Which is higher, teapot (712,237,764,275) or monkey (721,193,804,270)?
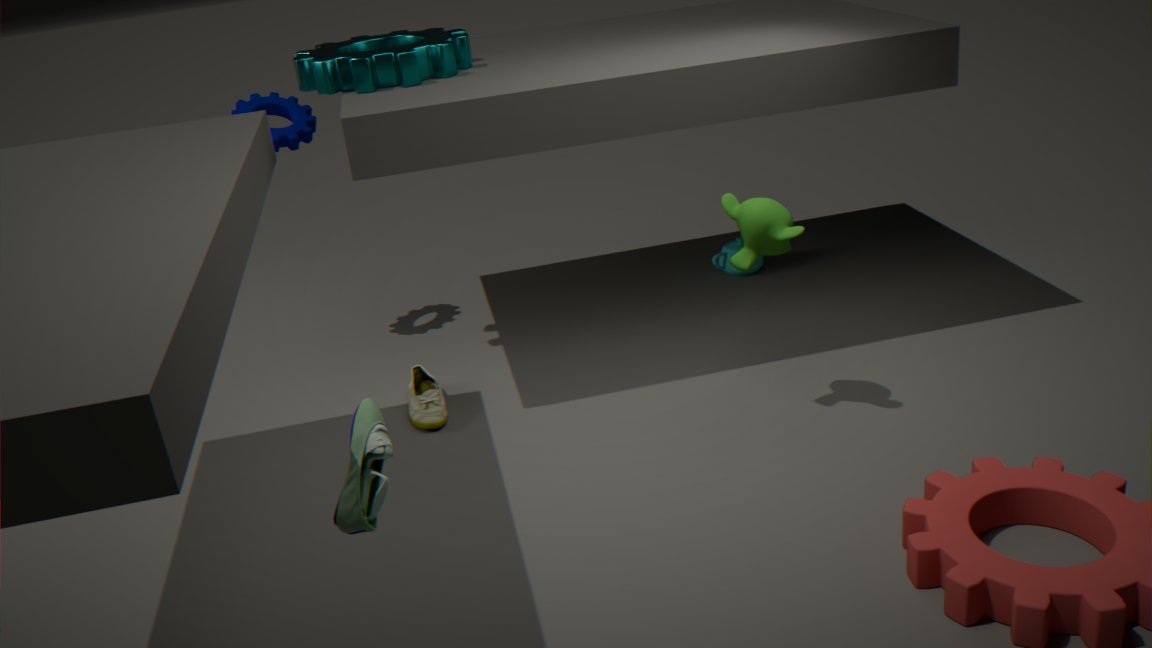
monkey (721,193,804,270)
